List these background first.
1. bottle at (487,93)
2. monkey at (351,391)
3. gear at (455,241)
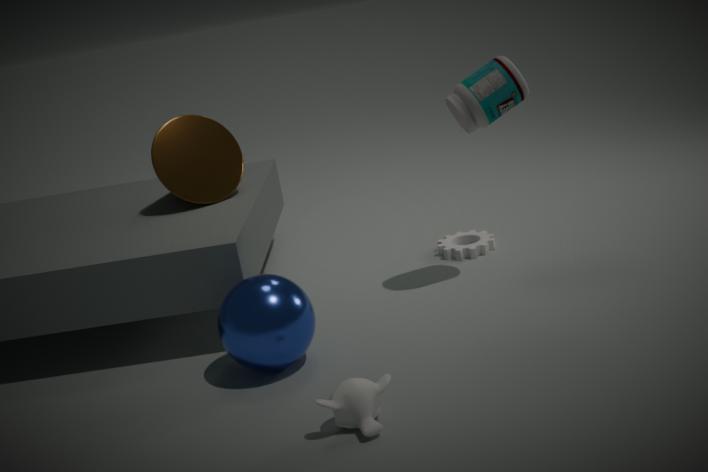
gear at (455,241) → bottle at (487,93) → monkey at (351,391)
